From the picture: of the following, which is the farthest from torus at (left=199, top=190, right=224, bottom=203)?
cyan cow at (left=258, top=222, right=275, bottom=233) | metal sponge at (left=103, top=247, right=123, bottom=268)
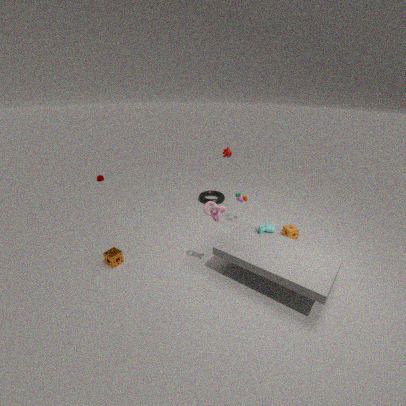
metal sponge at (left=103, top=247, right=123, bottom=268)
